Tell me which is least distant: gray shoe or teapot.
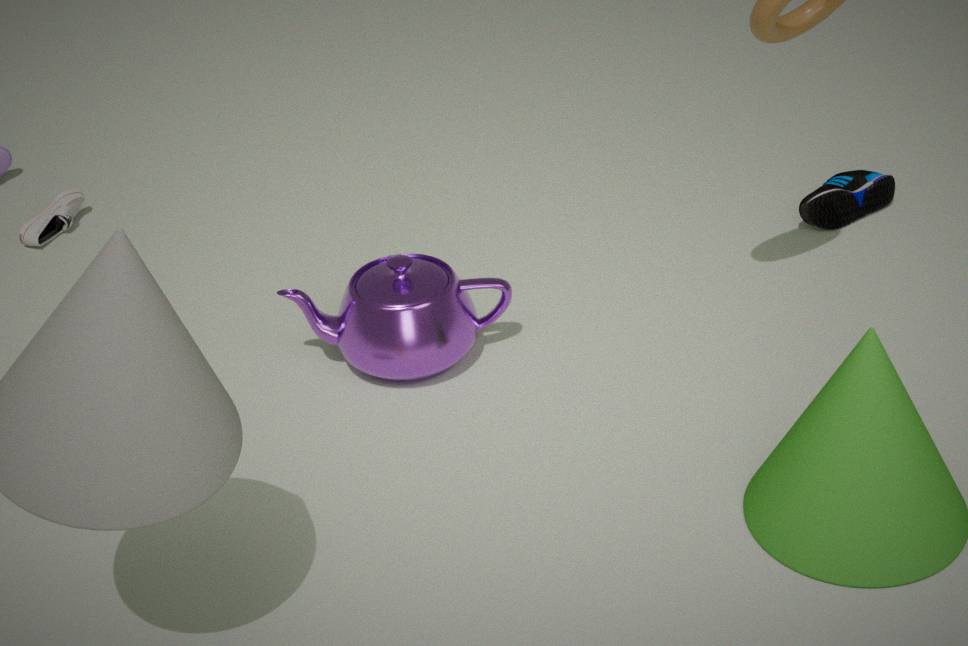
teapot
